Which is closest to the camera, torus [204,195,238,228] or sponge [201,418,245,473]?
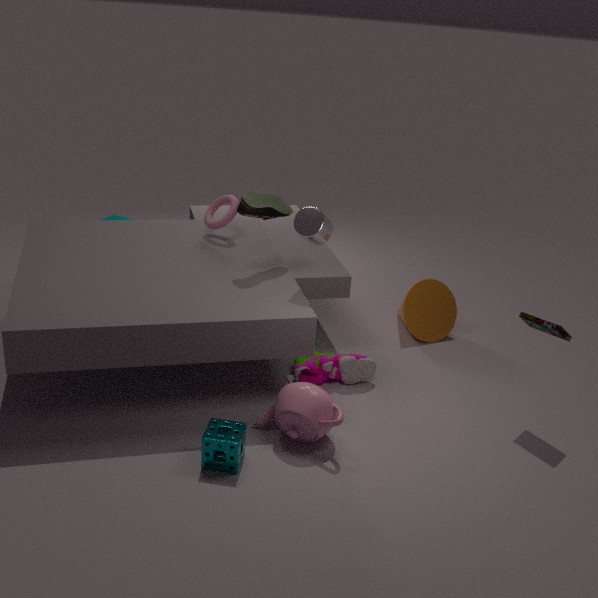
sponge [201,418,245,473]
